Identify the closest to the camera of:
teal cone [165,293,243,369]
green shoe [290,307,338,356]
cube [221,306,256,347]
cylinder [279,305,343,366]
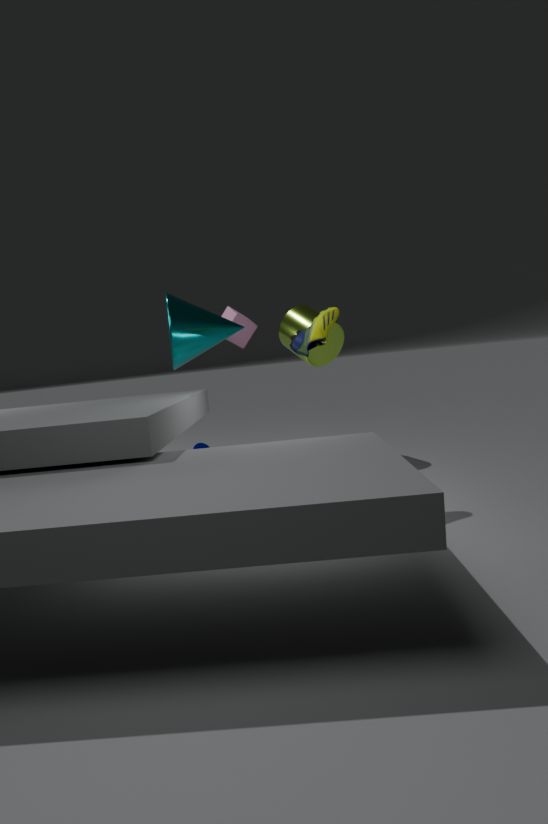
green shoe [290,307,338,356]
